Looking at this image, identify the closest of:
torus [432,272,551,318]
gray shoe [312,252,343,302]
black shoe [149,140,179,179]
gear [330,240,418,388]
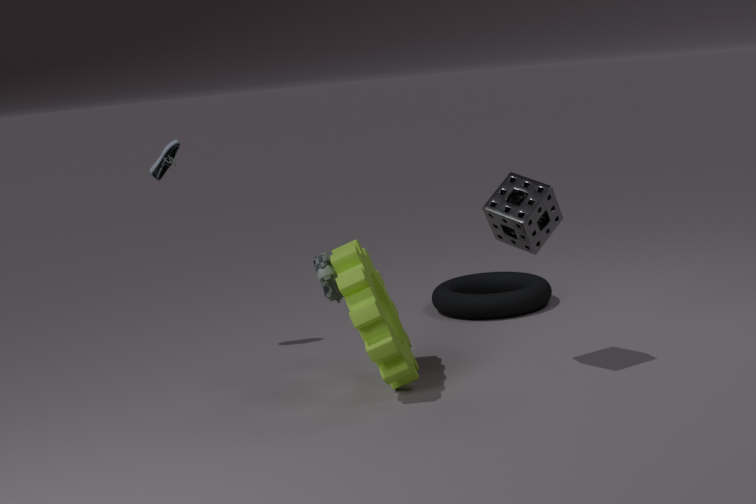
gear [330,240,418,388]
